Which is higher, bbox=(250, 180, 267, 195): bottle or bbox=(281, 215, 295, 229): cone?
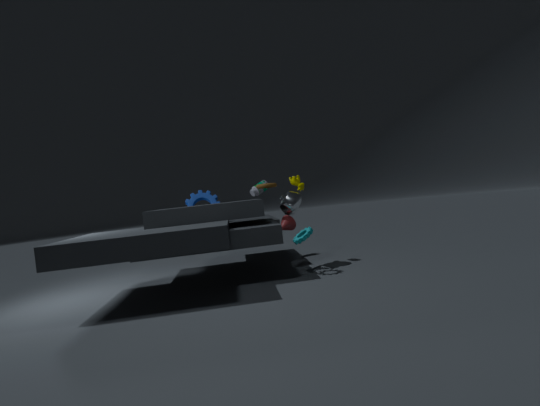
bbox=(250, 180, 267, 195): bottle
